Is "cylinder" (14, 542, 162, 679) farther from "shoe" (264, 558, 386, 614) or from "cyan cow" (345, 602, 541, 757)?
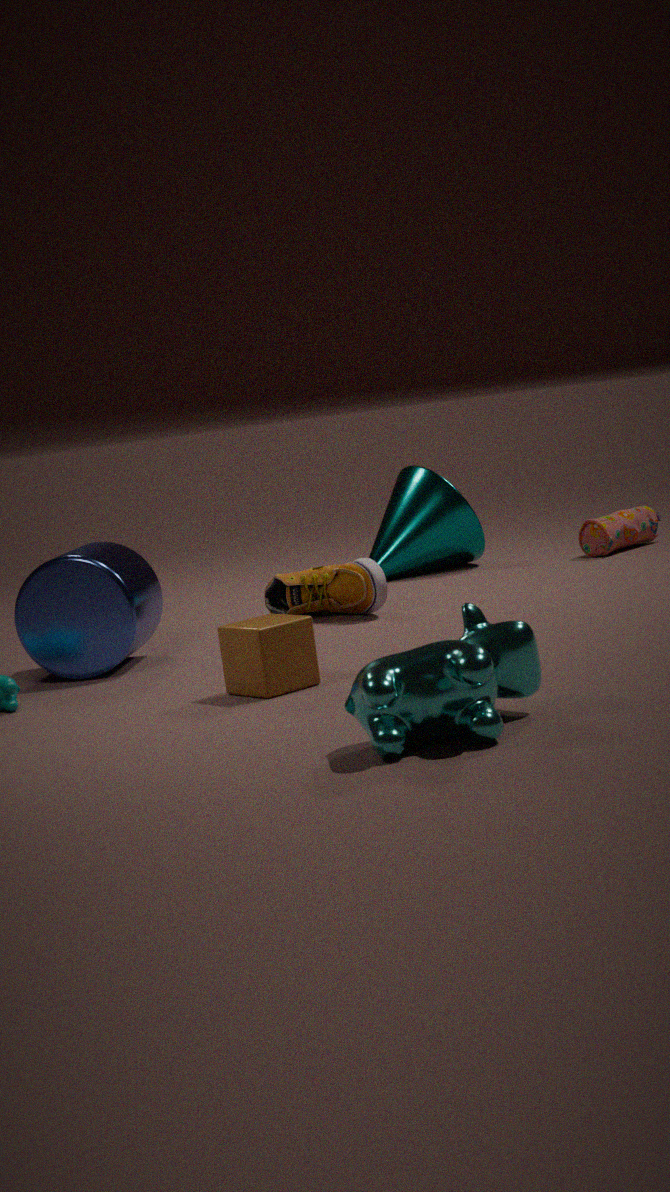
"cyan cow" (345, 602, 541, 757)
